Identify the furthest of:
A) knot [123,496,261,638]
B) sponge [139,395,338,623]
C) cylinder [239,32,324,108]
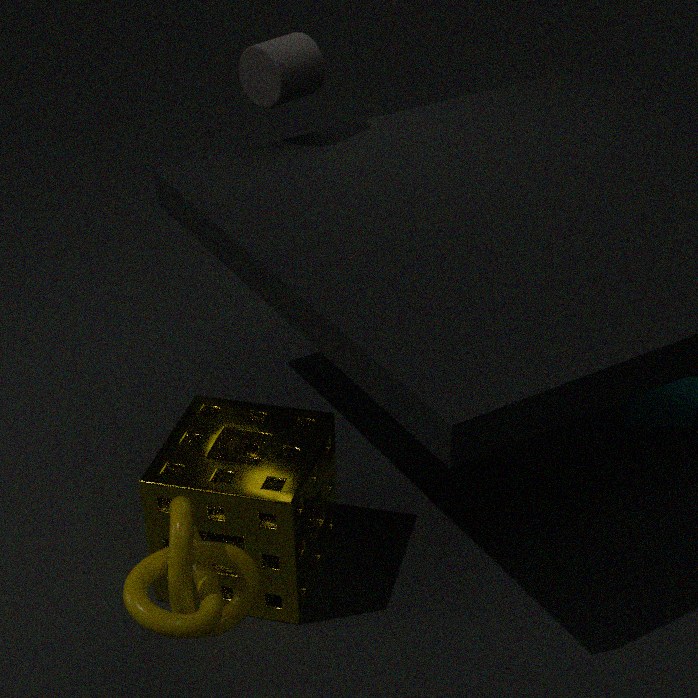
cylinder [239,32,324,108]
